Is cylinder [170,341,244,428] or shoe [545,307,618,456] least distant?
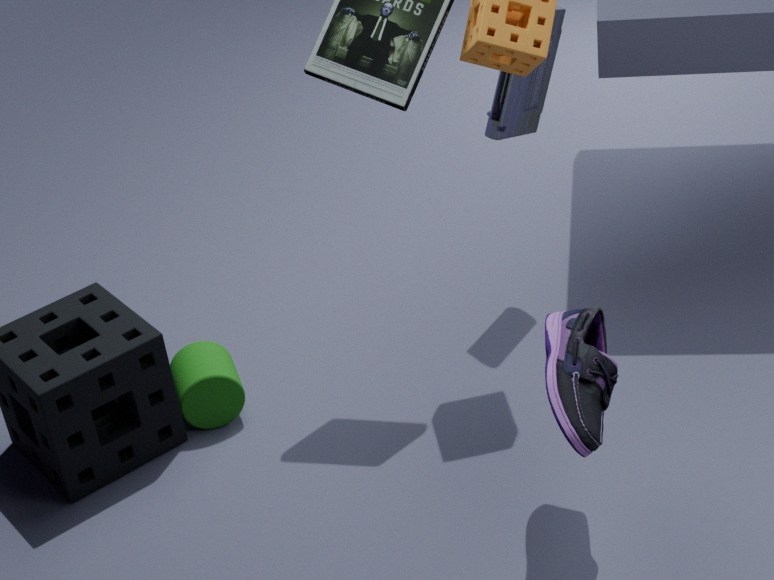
shoe [545,307,618,456]
